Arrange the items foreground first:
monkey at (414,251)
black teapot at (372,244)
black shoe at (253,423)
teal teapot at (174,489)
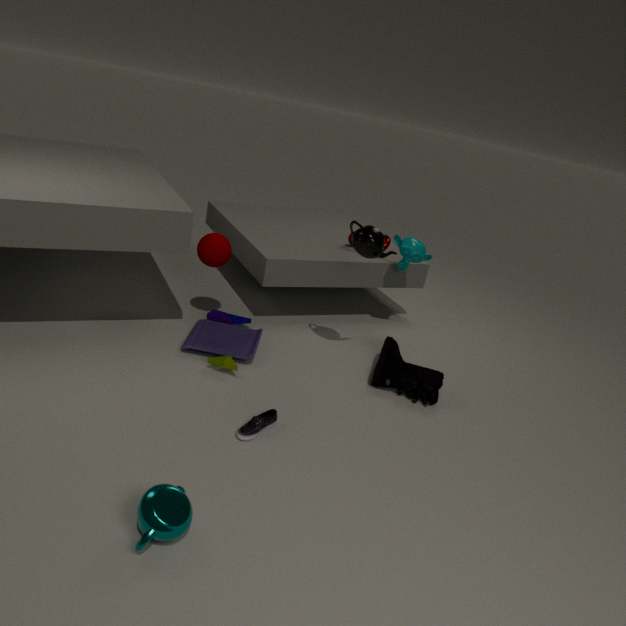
teal teapot at (174,489) → black shoe at (253,423) → black teapot at (372,244) → monkey at (414,251)
